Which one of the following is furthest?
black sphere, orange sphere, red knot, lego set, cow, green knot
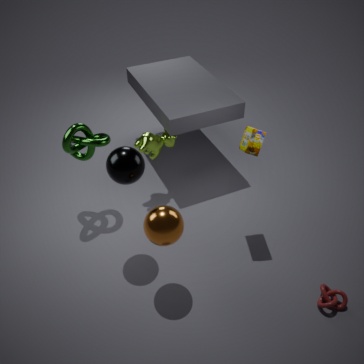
cow
